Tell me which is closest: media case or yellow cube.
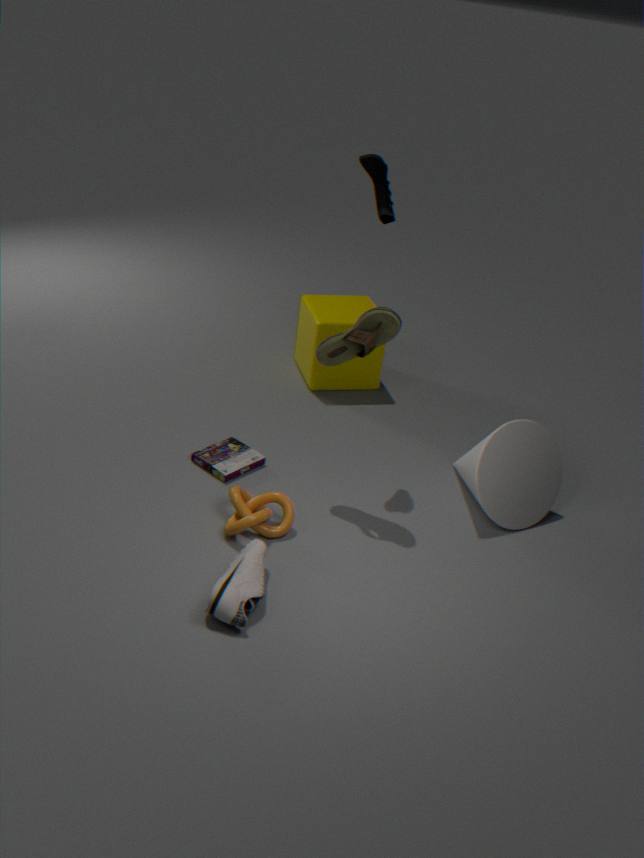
media case
